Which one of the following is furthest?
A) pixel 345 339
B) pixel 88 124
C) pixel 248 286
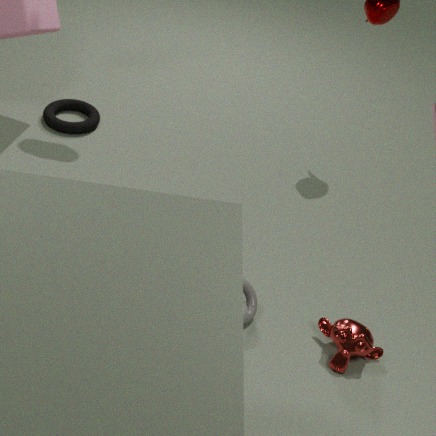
pixel 88 124
